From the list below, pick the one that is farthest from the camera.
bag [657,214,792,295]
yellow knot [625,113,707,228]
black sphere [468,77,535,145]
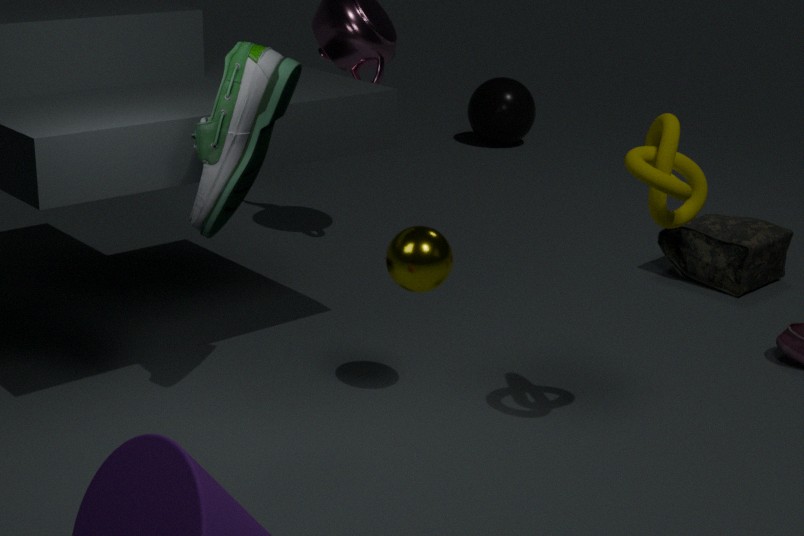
black sphere [468,77,535,145]
